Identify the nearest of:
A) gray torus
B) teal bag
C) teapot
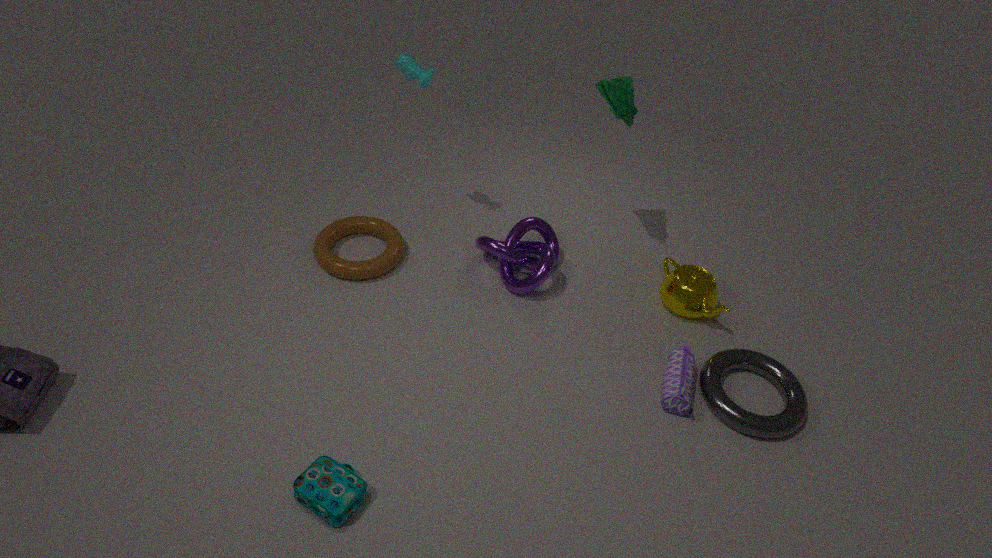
B. teal bag
